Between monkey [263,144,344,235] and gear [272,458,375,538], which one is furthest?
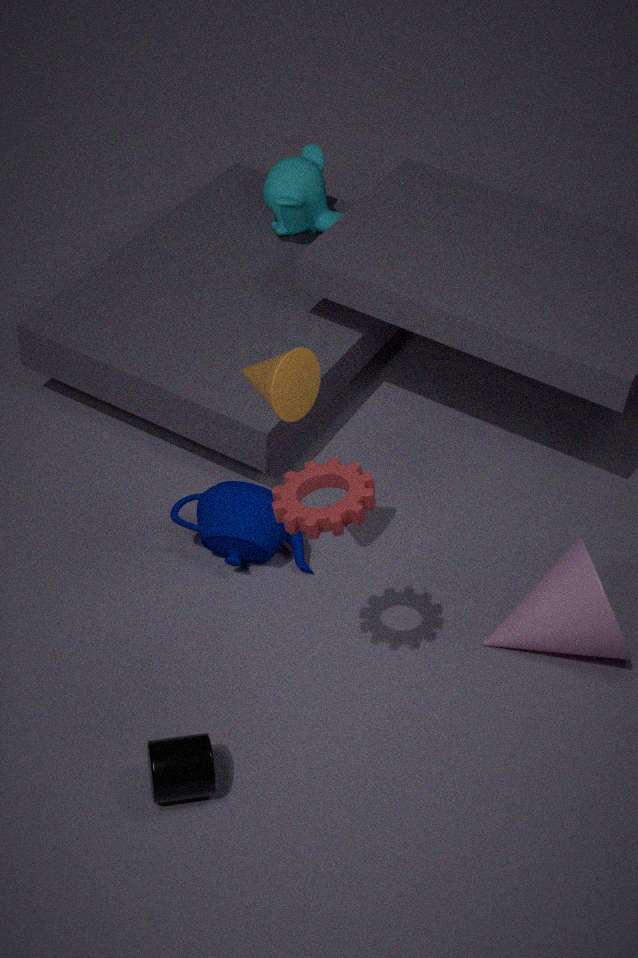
monkey [263,144,344,235]
